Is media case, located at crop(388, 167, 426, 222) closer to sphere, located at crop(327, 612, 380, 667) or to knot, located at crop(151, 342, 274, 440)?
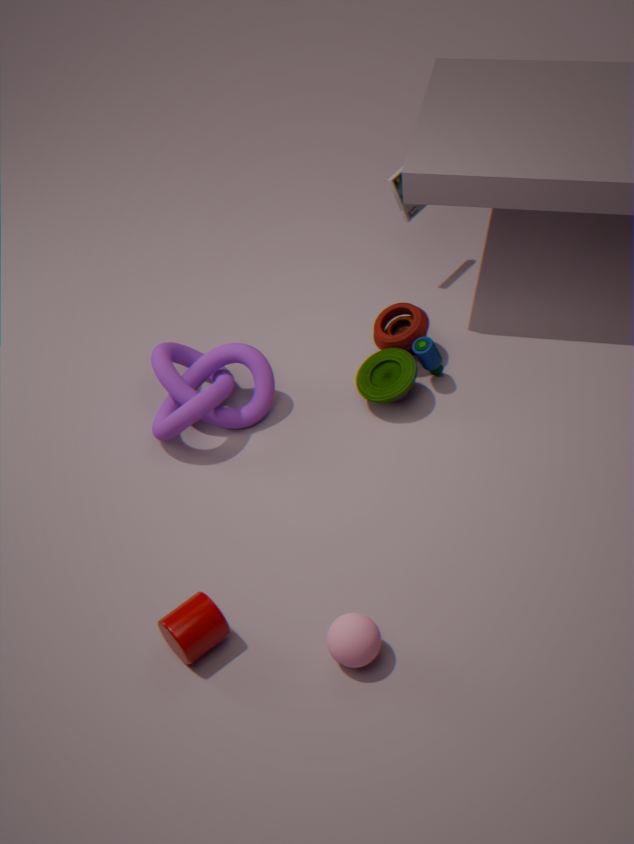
knot, located at crop(151, 342, 274, 440)
